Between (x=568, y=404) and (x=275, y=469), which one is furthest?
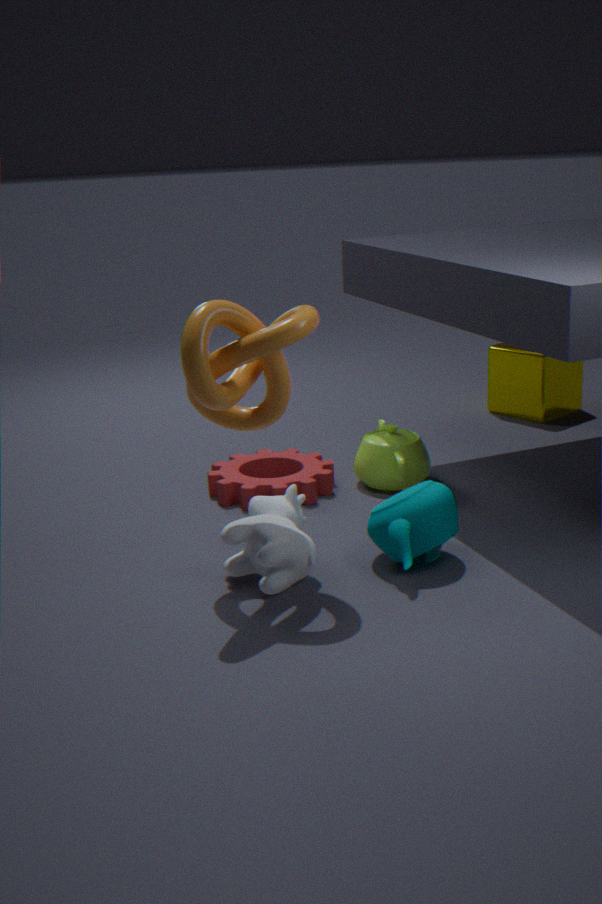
(x=568, y=404)
